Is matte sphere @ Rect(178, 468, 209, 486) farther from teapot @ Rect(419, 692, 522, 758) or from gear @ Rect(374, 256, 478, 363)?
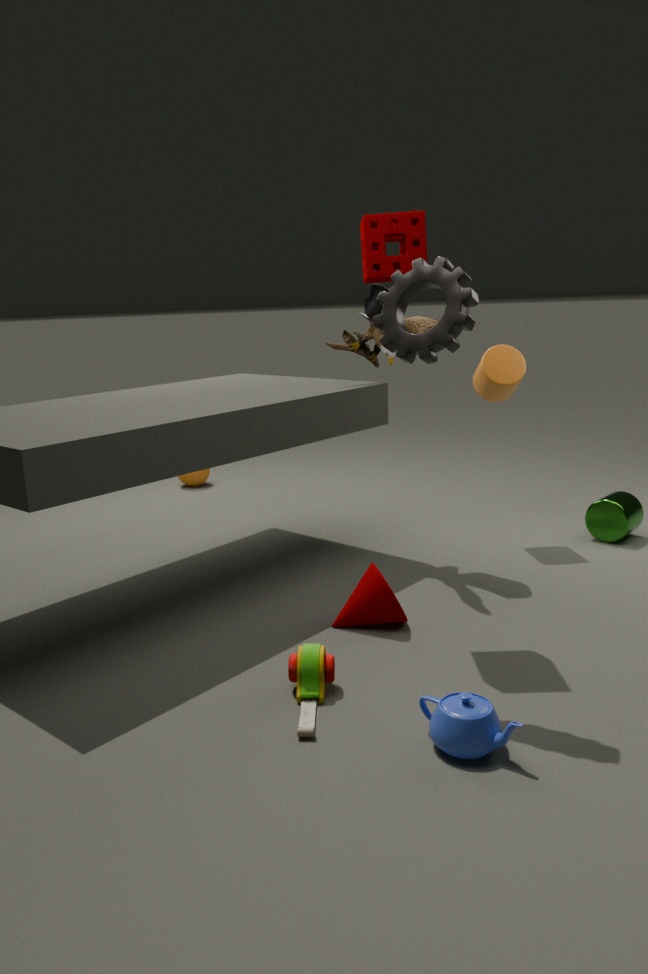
teapot @ Rect(419, 692, 522, 758)
